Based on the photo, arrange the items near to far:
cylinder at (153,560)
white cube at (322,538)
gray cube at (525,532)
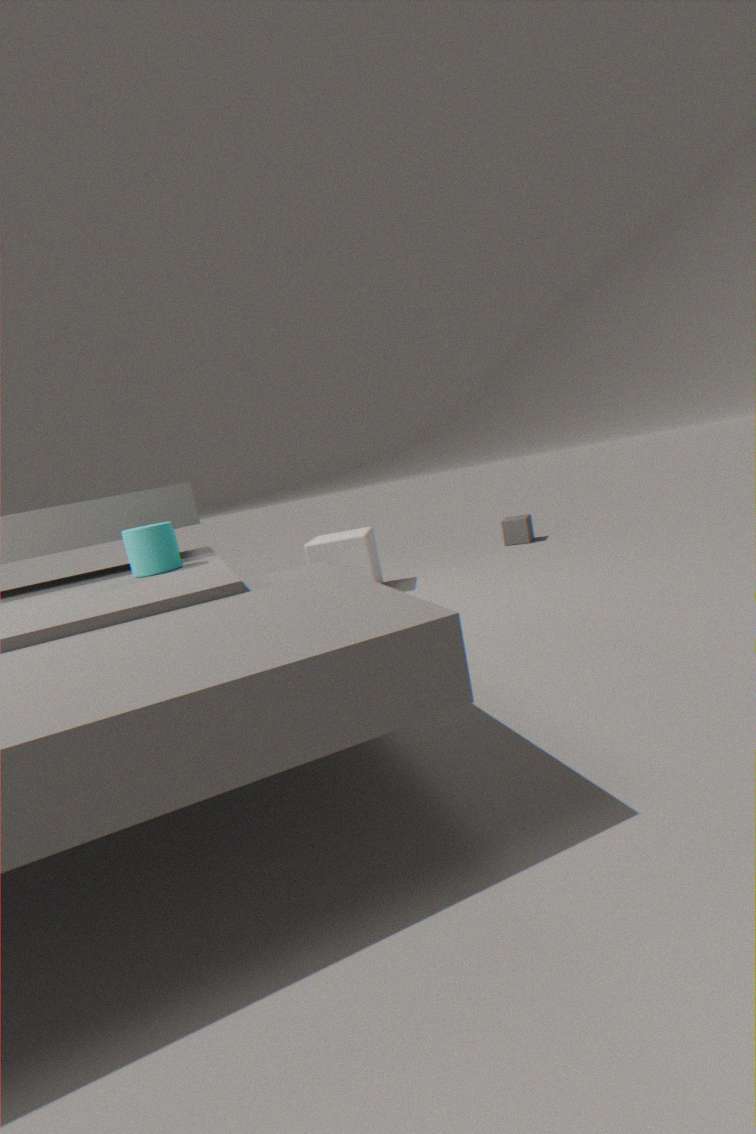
A: cylinder at (153,560)
white cube at (322,538)
gray cube at (525,532)
